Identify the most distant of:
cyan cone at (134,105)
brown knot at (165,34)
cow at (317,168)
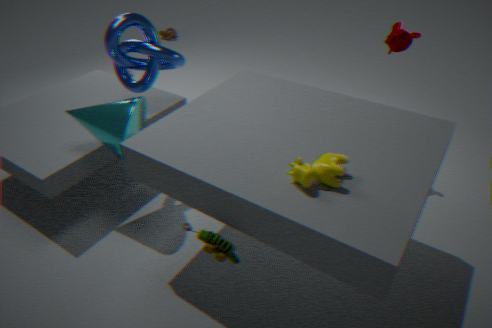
brown knot at (165,34)
